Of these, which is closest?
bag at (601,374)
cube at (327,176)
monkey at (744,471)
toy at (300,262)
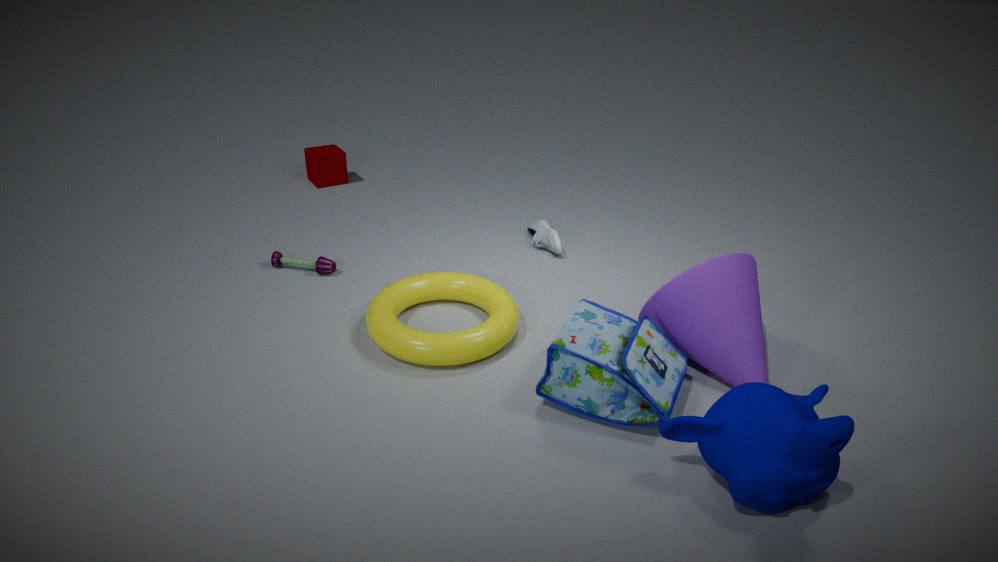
monkey at (744,471)
